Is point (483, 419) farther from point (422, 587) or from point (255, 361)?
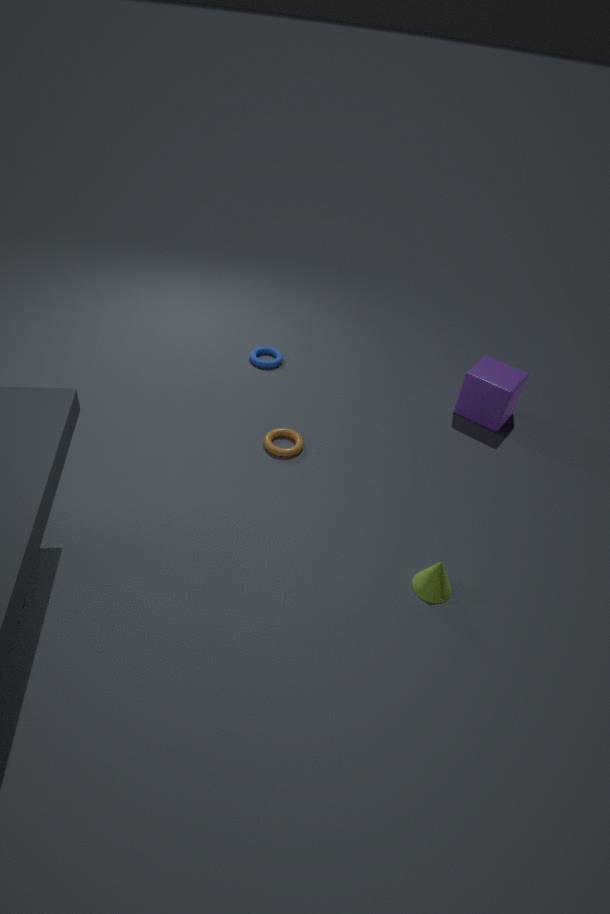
point (422, 587)
